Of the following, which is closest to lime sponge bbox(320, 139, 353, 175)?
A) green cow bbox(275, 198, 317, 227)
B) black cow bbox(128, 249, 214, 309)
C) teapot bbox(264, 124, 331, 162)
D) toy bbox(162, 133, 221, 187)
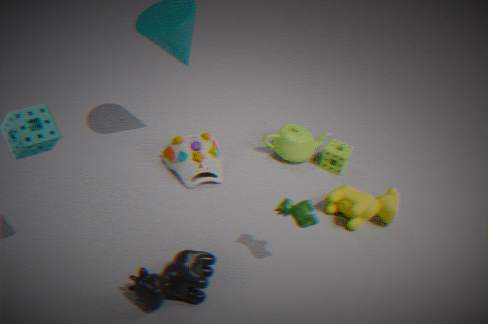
teapot bbox(264, 124, 331, 162)
